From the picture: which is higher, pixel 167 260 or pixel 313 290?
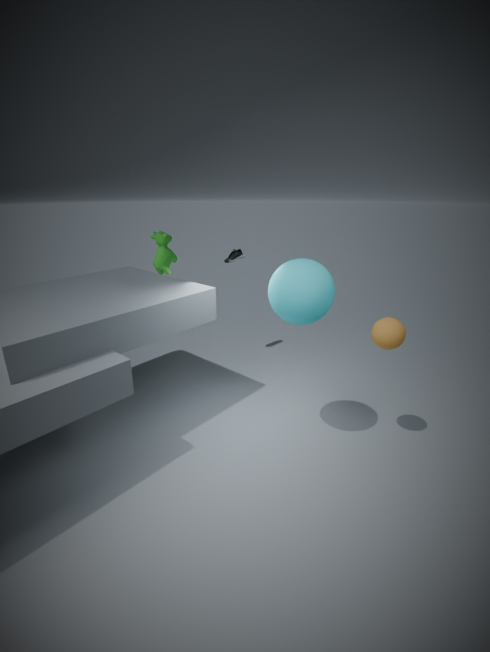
pixel 167 260
